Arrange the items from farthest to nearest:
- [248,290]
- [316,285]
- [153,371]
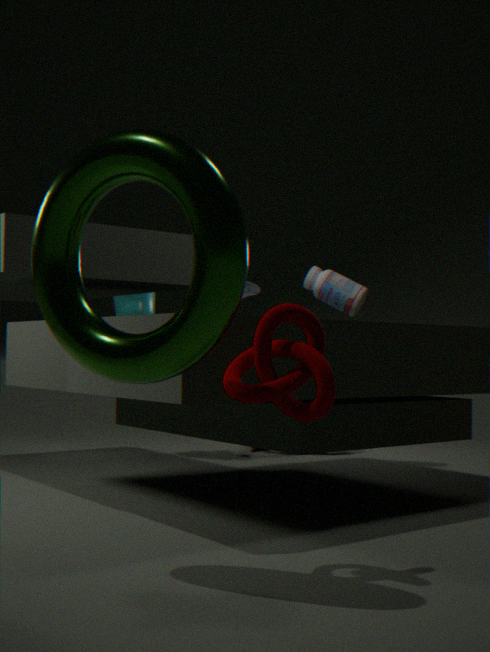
[248,290]
[316,285]
[153,371]
